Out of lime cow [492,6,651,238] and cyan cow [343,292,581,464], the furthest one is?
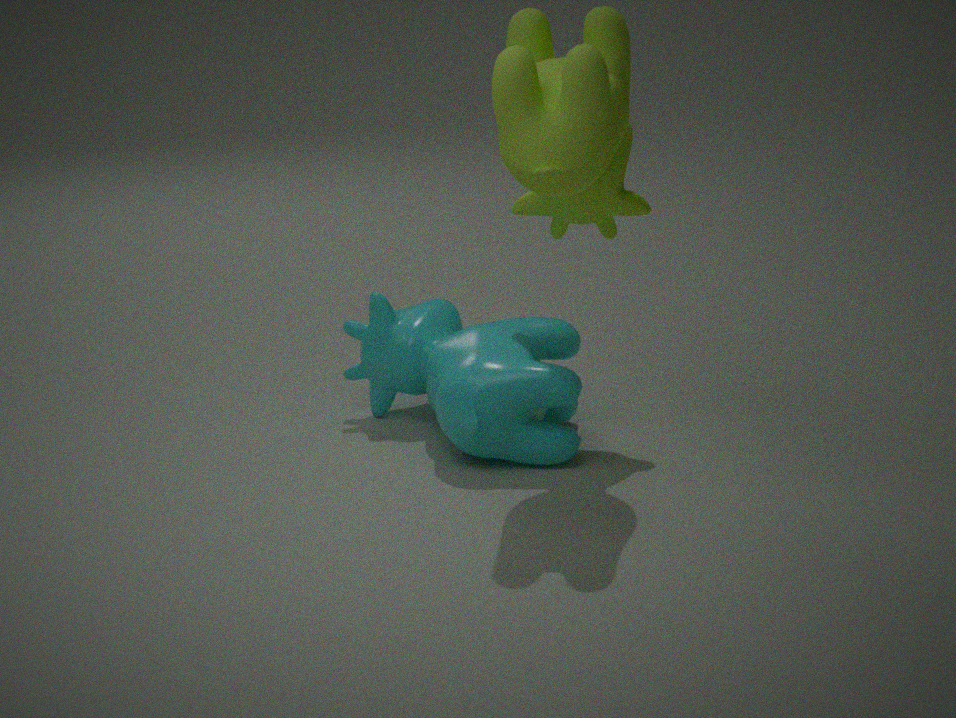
cyan cow [343,292,581,464]
